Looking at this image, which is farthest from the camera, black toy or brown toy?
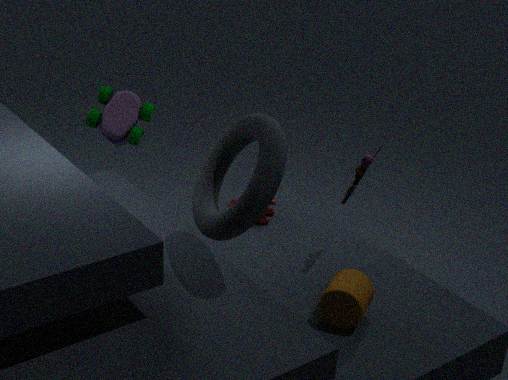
black toy
